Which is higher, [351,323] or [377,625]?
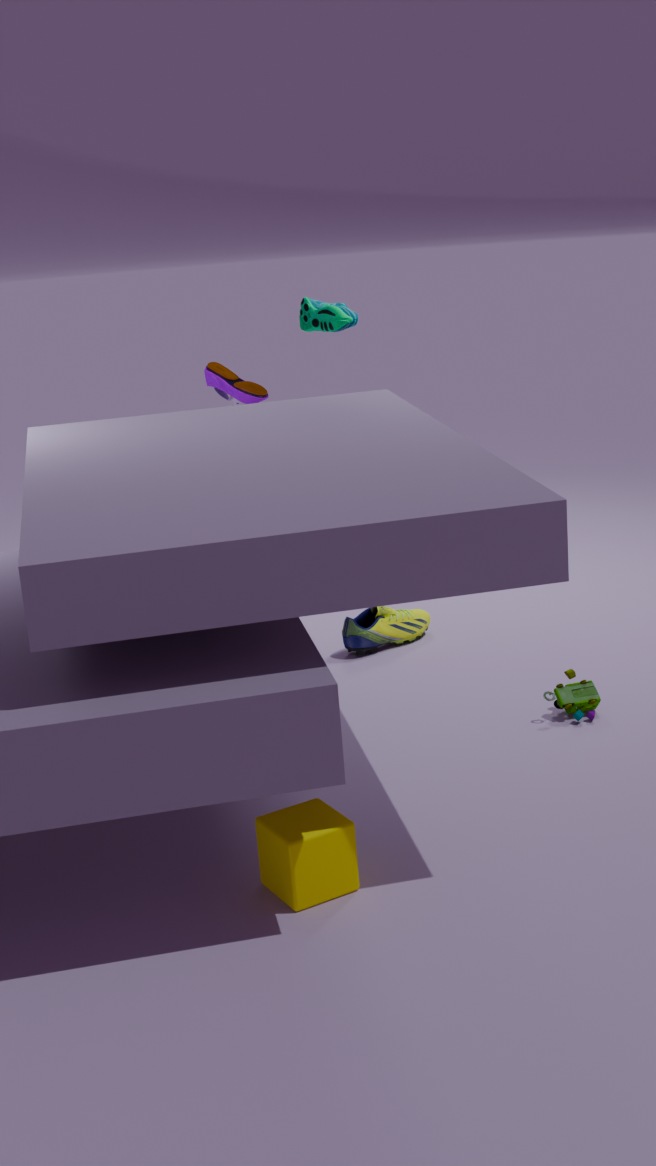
[351,323]
